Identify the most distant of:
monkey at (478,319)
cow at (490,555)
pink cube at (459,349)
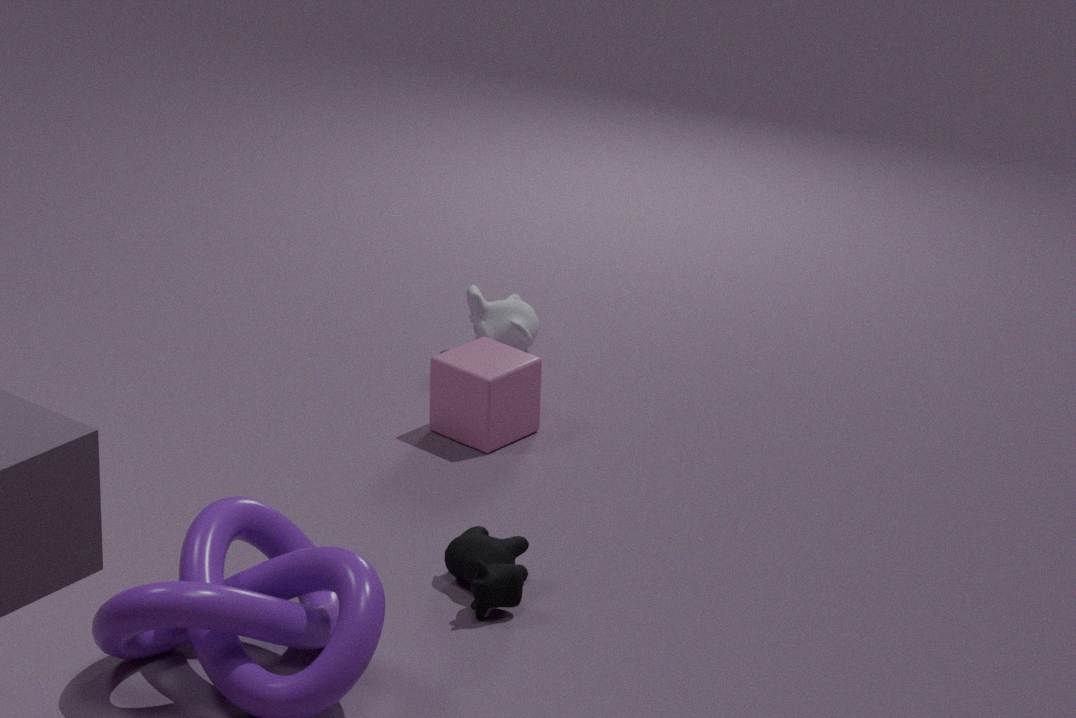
monkey at (478,319)
